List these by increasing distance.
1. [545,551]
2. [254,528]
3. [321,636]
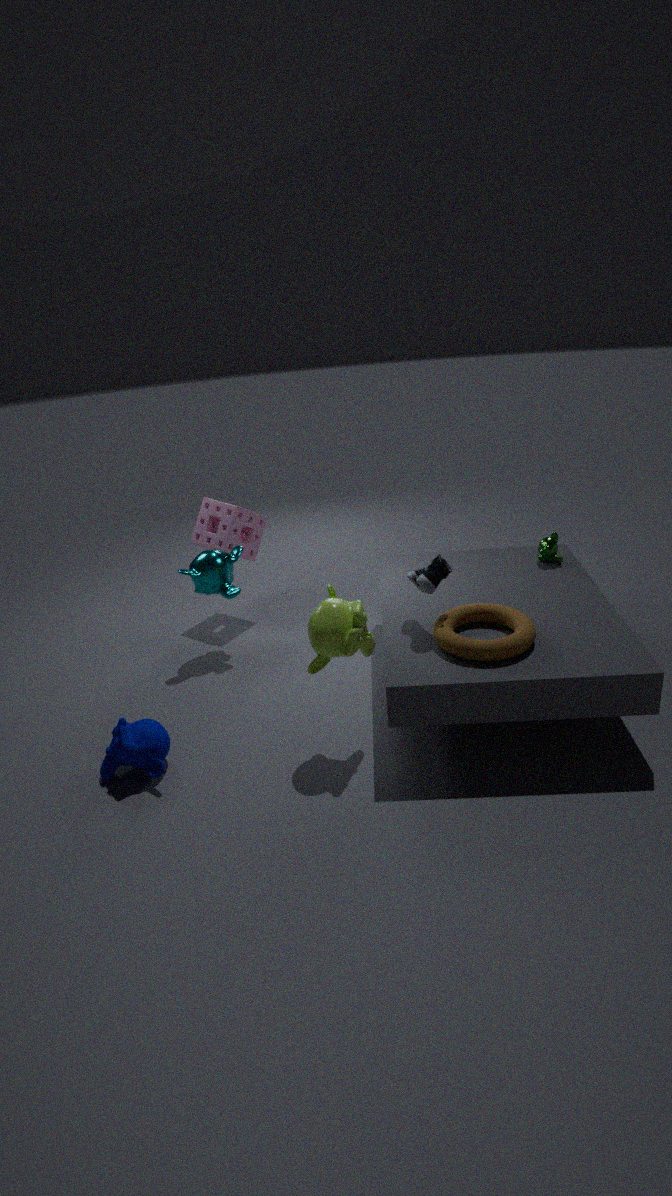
[321,636] → [545,551] → [254,528]
